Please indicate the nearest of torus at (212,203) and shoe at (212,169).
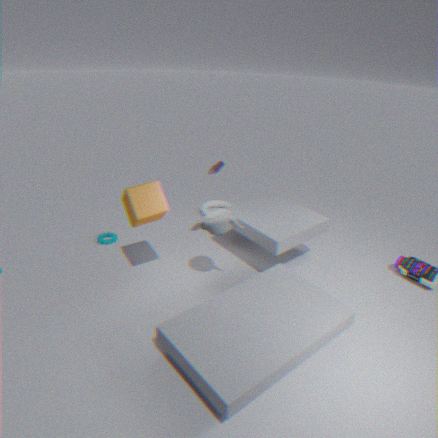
shoe at (212,169)
